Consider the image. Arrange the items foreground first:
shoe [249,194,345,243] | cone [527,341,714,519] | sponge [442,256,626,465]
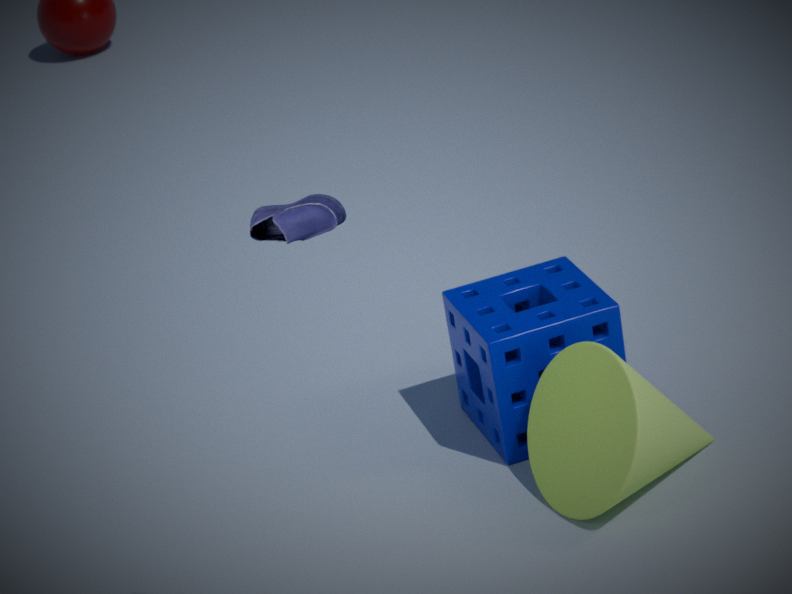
shoe [249,194,345,243] < cone [527,341,714,519] < sponge [442,256,626,465]
